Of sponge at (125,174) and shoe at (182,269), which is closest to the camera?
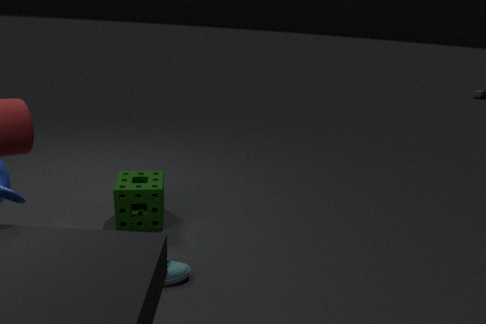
shoe at (182,269)
